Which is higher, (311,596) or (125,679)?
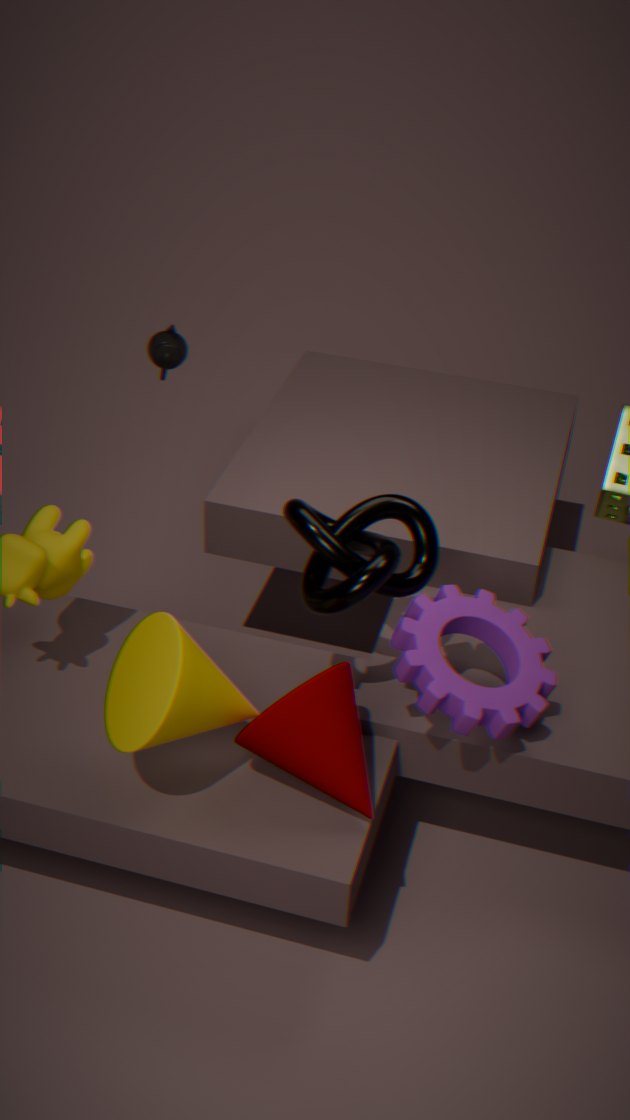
(311,596)
